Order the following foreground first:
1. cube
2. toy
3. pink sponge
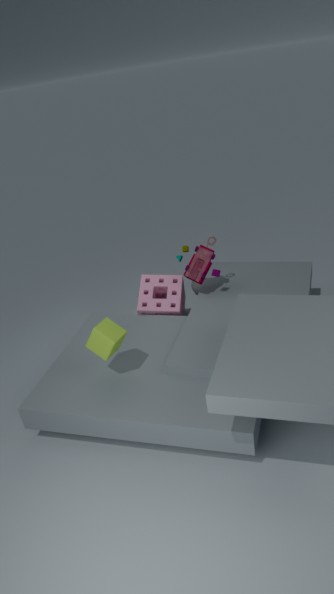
1. cube
2. toy
3. pink sponge
